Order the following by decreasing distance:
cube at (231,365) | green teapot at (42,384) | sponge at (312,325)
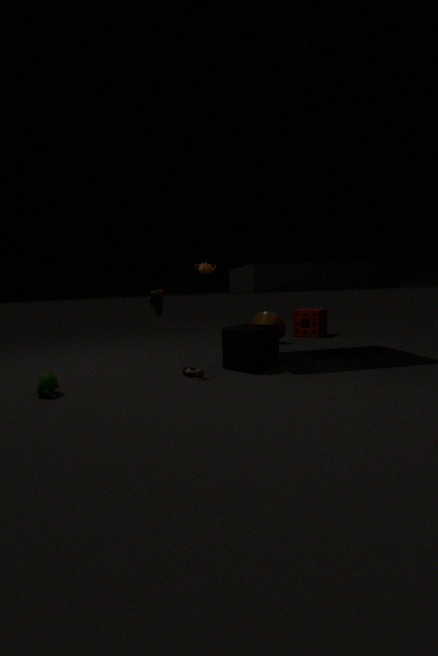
sponge at (312,325), cube at (231,365), green teapot at (42,384)
